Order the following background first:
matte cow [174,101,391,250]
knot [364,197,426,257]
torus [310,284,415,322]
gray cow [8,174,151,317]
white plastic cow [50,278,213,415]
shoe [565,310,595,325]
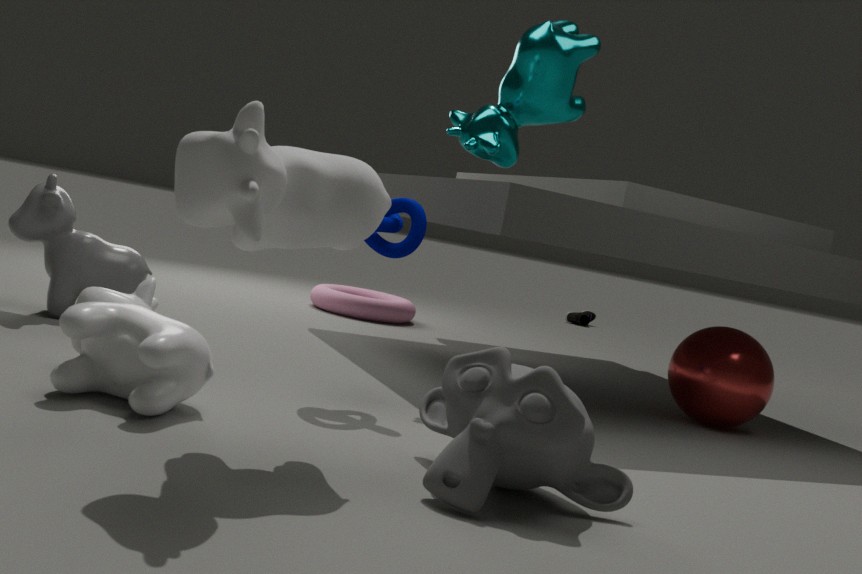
1. shoe [565,310,595,325]
2. torus [310,284,415,322]
3. gray cow [8,174,151,317]
4. knot [364,197,426,257]
5. white plastic cow [50,278,213,415]
6. matte cow [174,101,391,250]
